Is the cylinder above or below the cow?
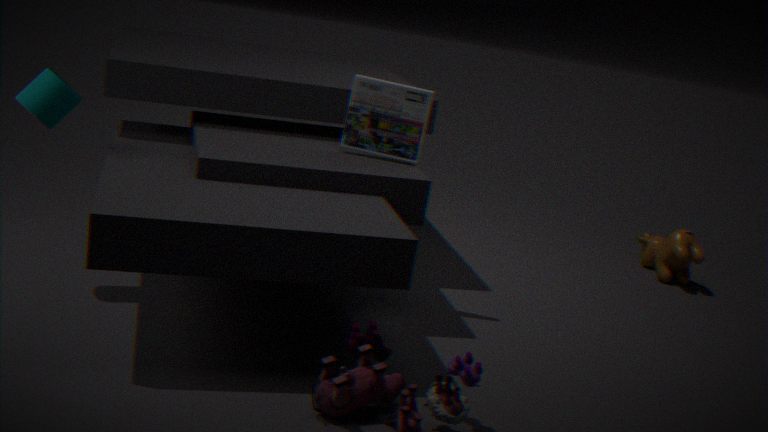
above
